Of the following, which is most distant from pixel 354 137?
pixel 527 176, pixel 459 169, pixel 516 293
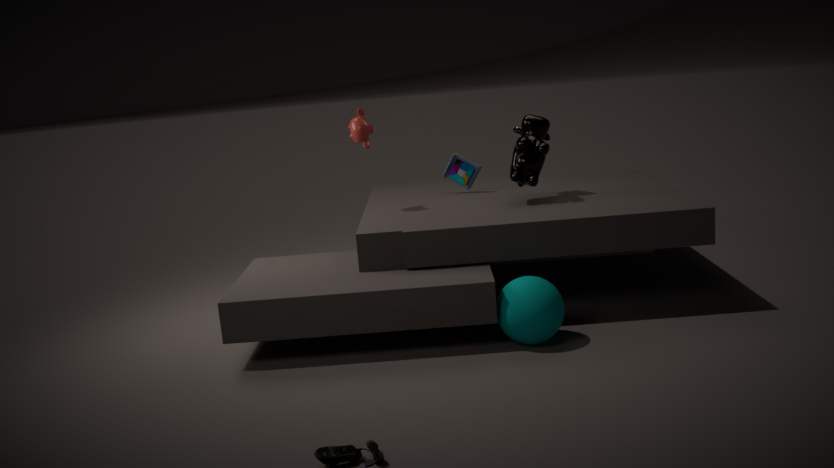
pixel 516 293
